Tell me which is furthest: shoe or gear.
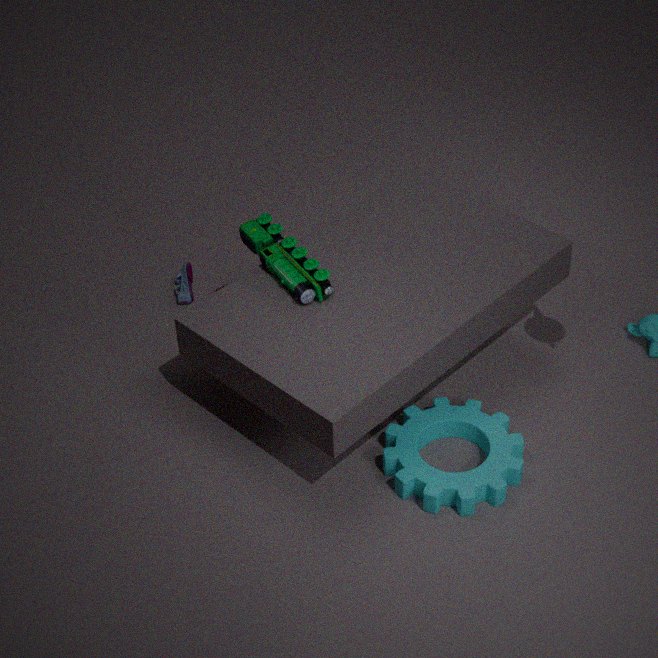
shoe
